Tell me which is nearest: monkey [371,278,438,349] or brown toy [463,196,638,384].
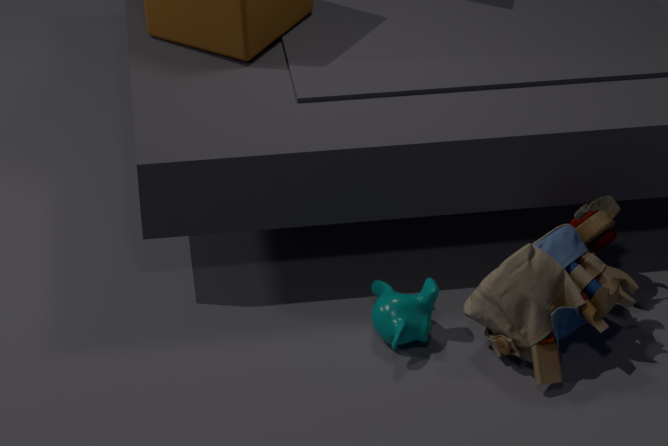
brown toy [463,196,638,384]
